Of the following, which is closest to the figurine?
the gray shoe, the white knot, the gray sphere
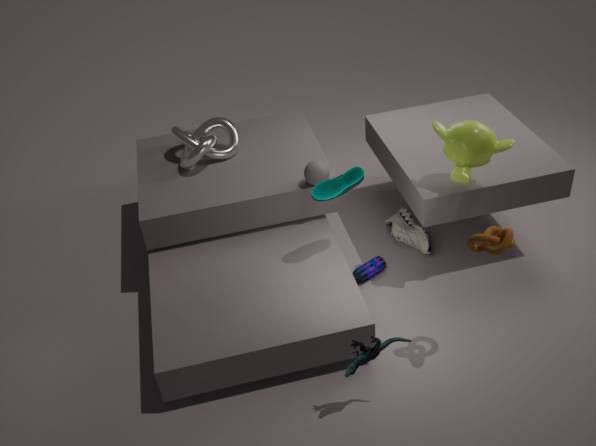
the gray shoe
